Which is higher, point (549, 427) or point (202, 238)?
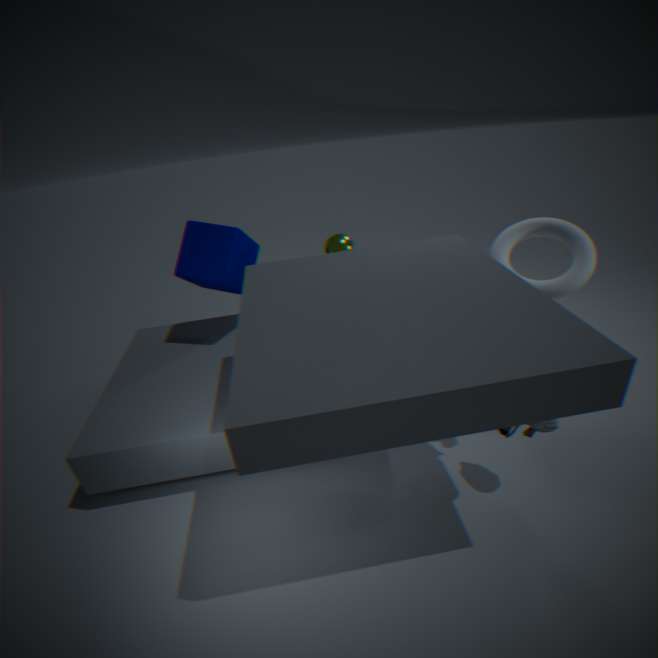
point (202, 238)
